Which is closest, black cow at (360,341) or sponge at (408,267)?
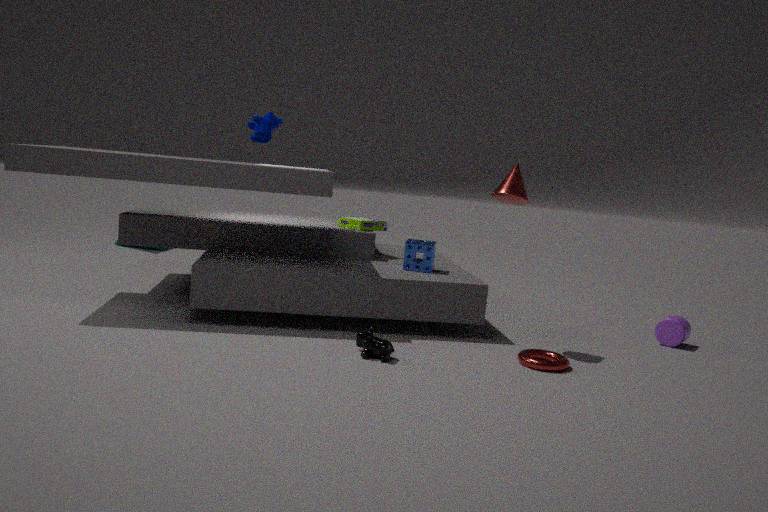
black cow at (360,341)
